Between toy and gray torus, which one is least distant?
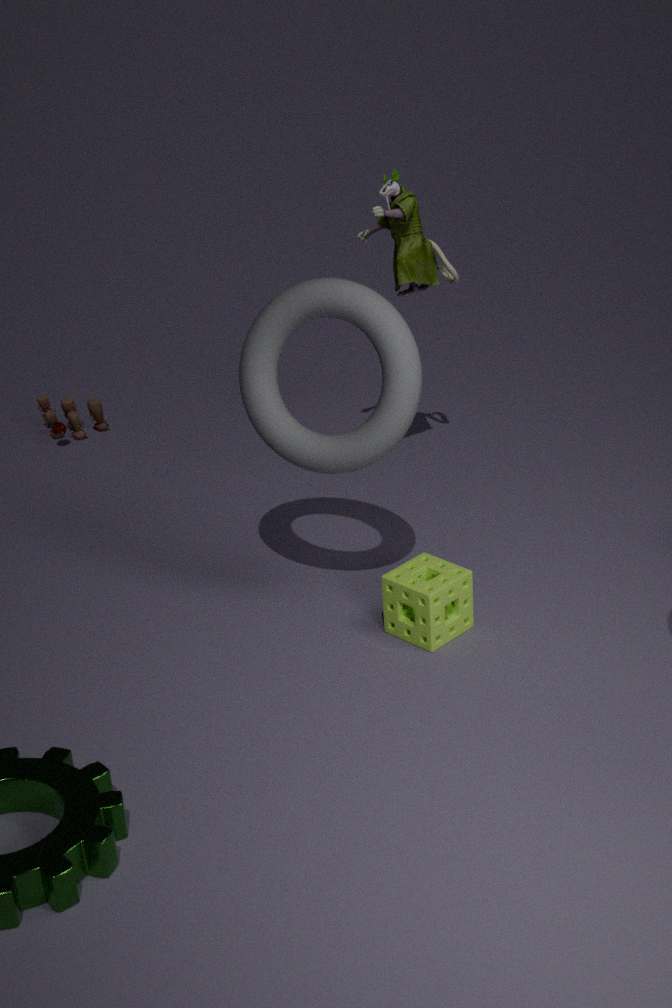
gray torus
